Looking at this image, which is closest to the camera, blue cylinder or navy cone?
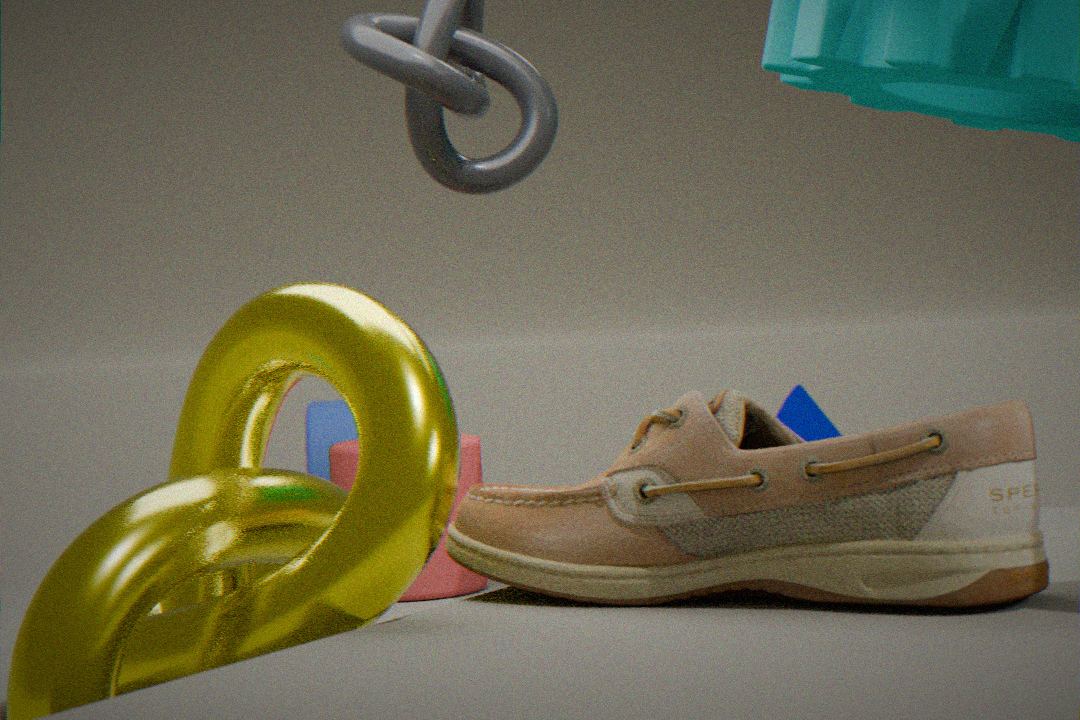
navy cone
